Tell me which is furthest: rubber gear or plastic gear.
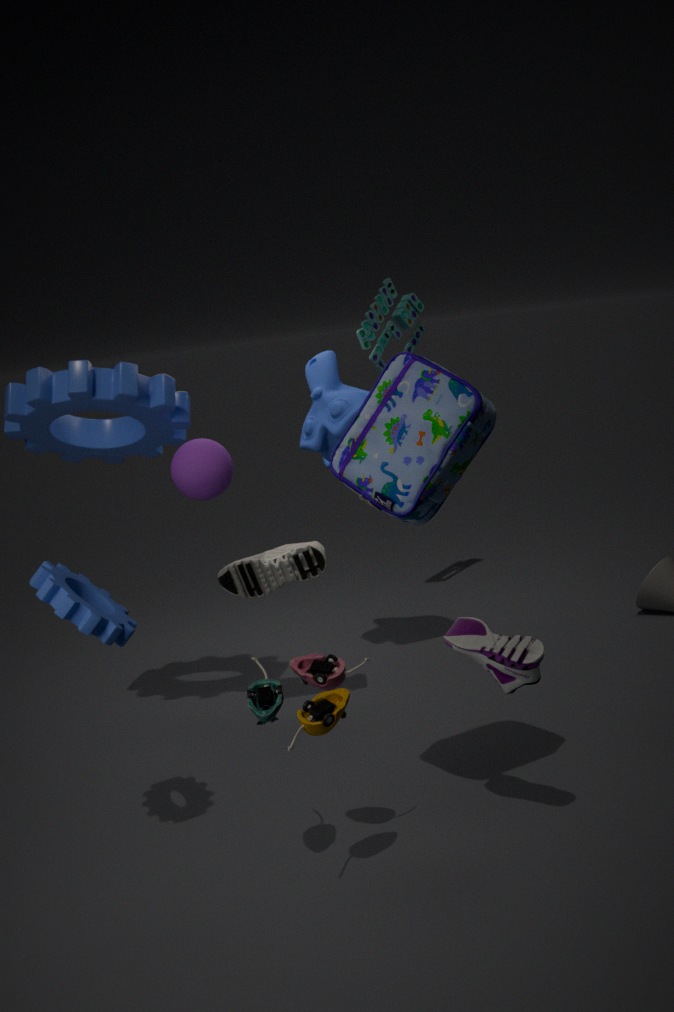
plastic gear
